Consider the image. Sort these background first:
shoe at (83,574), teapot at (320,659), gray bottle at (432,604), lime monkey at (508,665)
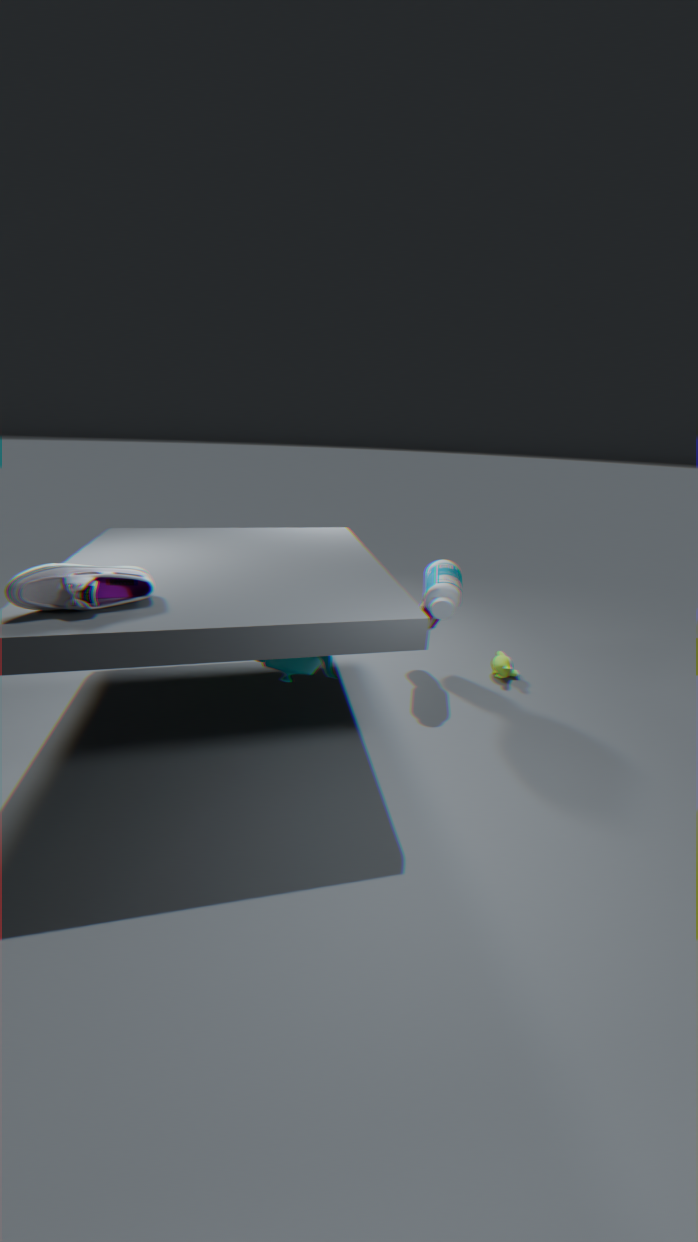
lime monkey at (508,665) → gray bottle at (432,604) → teapot at (320,659) → shoe at (83,574)
